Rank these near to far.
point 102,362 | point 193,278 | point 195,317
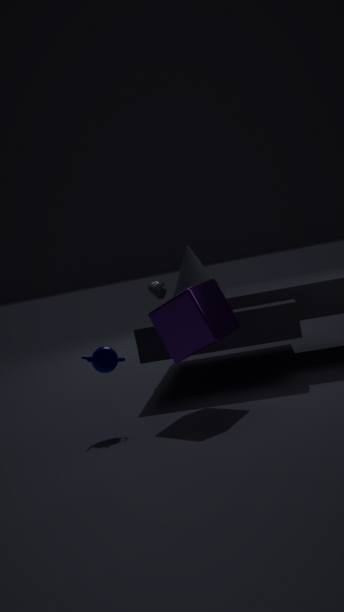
1. point 195,317
2. point 102,362
3. point 193,278
